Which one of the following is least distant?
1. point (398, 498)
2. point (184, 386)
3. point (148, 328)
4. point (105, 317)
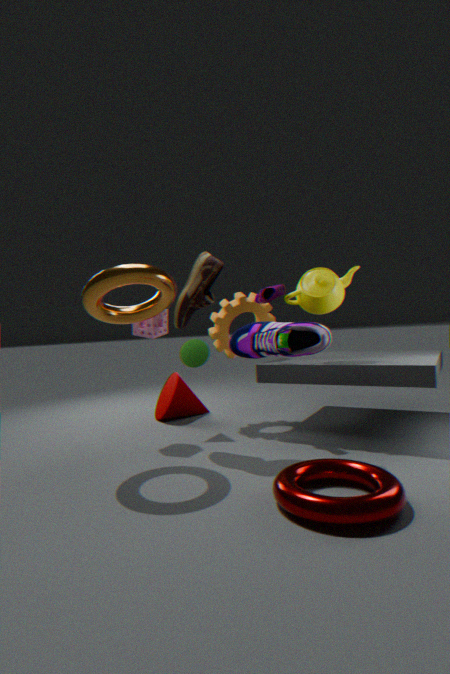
point (398, 498)
